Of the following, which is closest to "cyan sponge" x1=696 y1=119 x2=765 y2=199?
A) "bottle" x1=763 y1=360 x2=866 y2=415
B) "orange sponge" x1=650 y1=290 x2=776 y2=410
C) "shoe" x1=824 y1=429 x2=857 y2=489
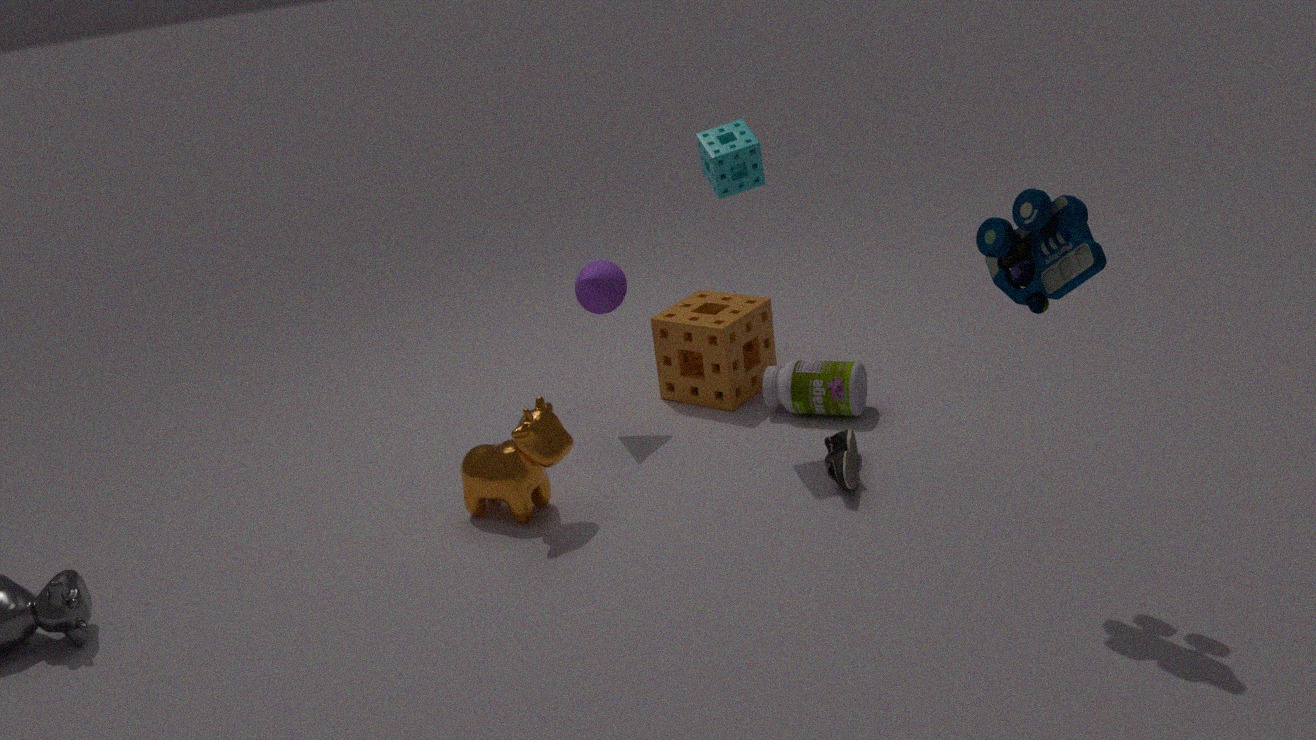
"orange sponge" x1=650 y1=290 x2=776 y2=410
